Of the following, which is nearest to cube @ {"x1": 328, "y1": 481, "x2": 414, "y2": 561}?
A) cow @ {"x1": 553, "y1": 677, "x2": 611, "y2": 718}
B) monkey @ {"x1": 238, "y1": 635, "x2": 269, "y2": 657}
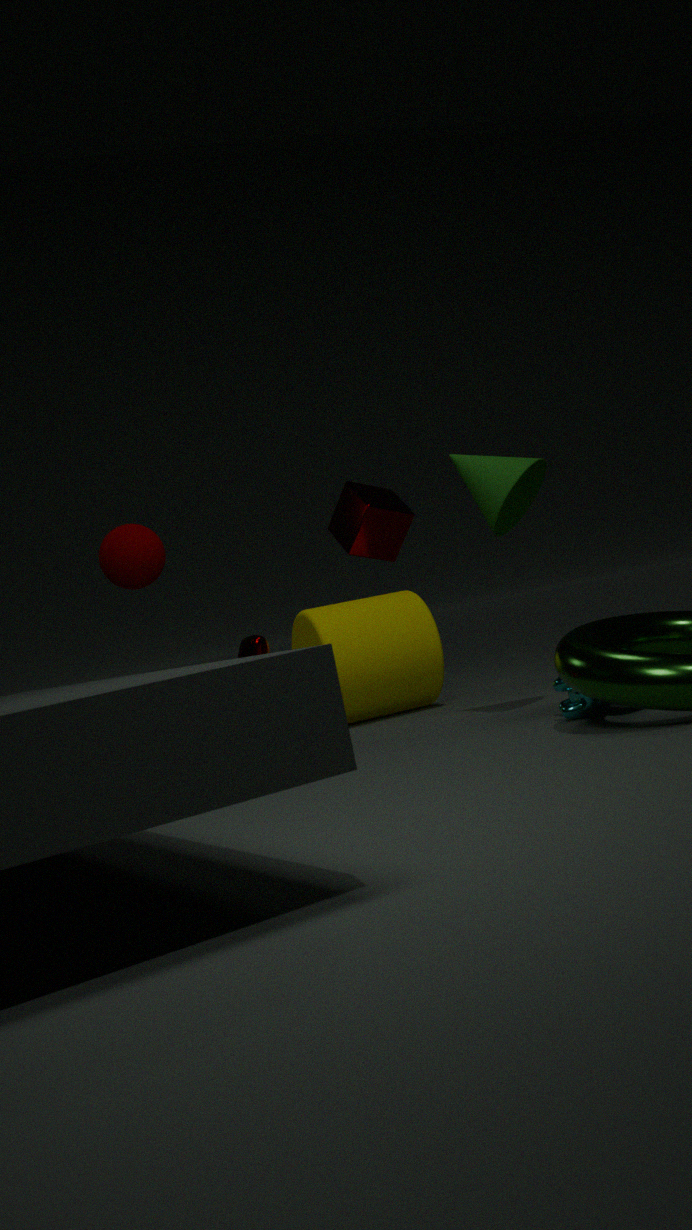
monkey @ {"x1": 238, "y1": 635, "x2": 269, "y2": 657}
